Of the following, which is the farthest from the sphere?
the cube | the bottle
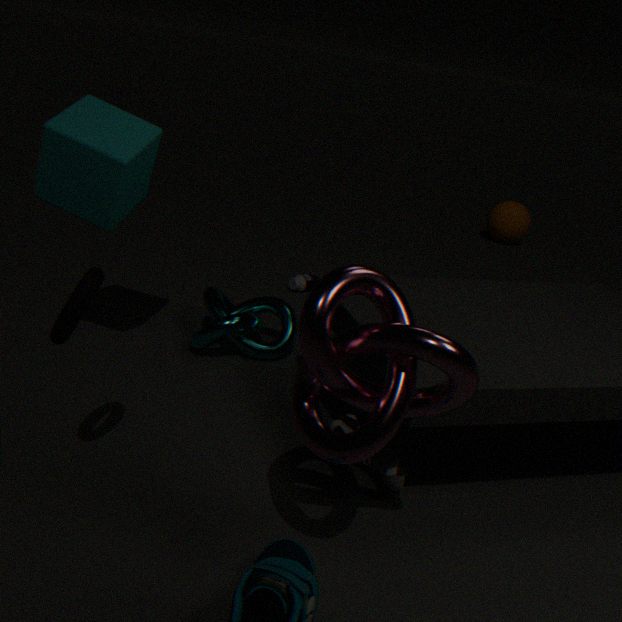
the cube
